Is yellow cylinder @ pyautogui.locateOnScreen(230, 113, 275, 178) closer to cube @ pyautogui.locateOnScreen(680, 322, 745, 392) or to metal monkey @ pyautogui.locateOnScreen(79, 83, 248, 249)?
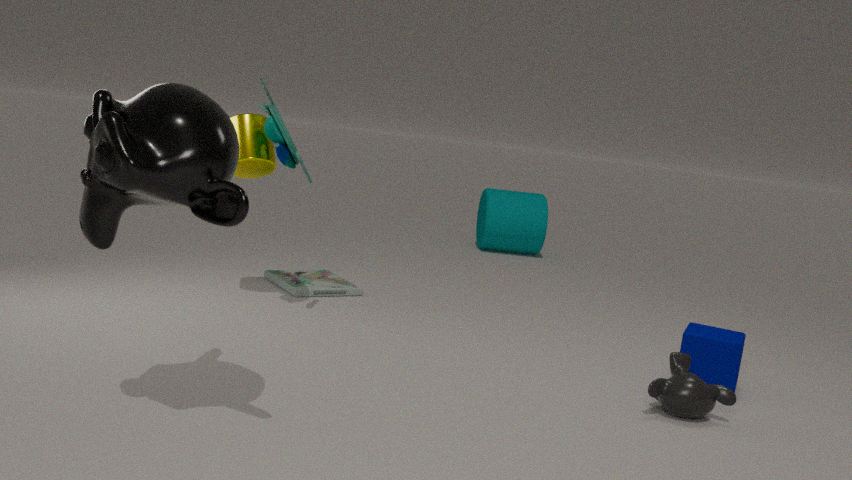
metal monkey @ pyautogui.locateOnScreen(79, 83, 248, 249)
